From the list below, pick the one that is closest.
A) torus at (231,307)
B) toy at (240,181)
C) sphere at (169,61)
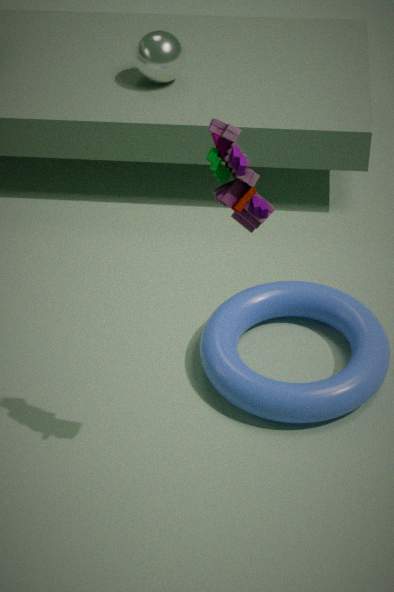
toy at (240,181)
